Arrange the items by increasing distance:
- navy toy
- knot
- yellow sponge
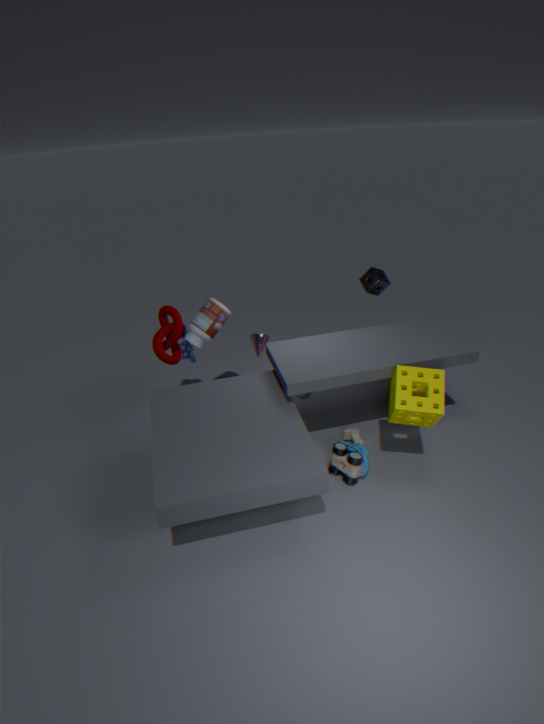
yellow sponge → knot → navy toy
